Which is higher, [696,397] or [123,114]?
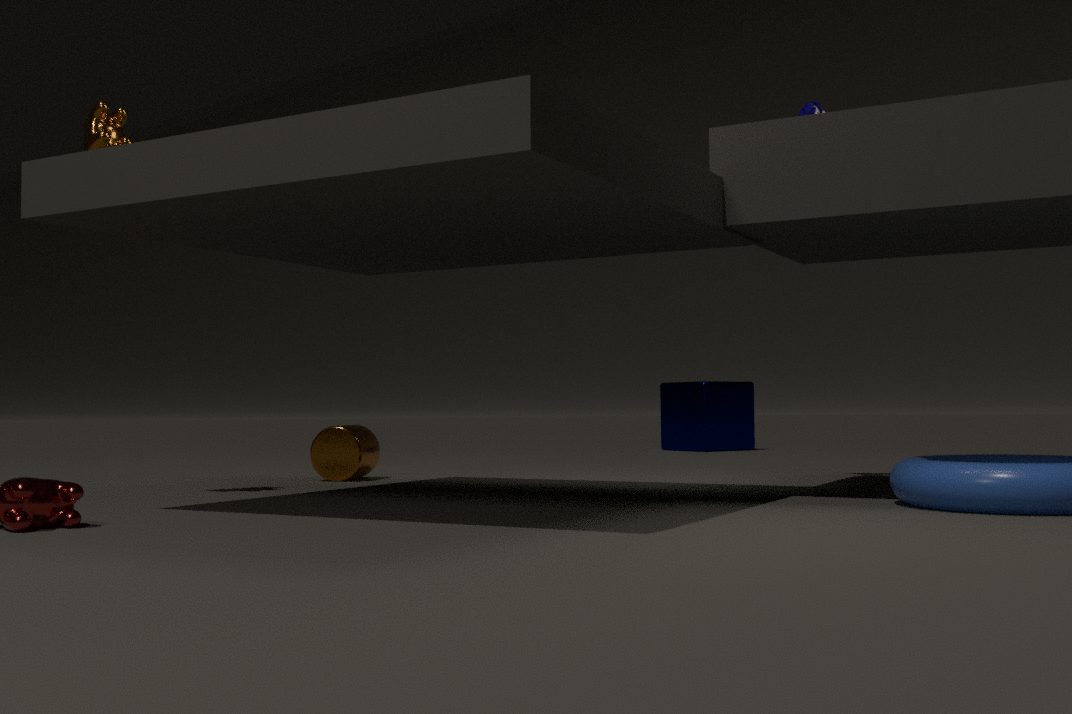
[123,114]
